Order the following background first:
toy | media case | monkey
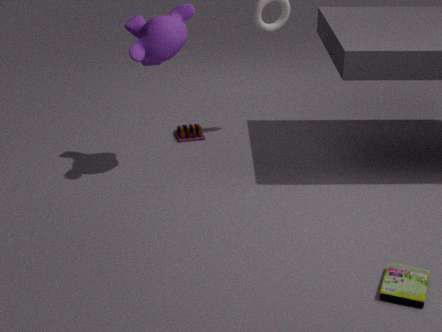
toy
monkey
media case
